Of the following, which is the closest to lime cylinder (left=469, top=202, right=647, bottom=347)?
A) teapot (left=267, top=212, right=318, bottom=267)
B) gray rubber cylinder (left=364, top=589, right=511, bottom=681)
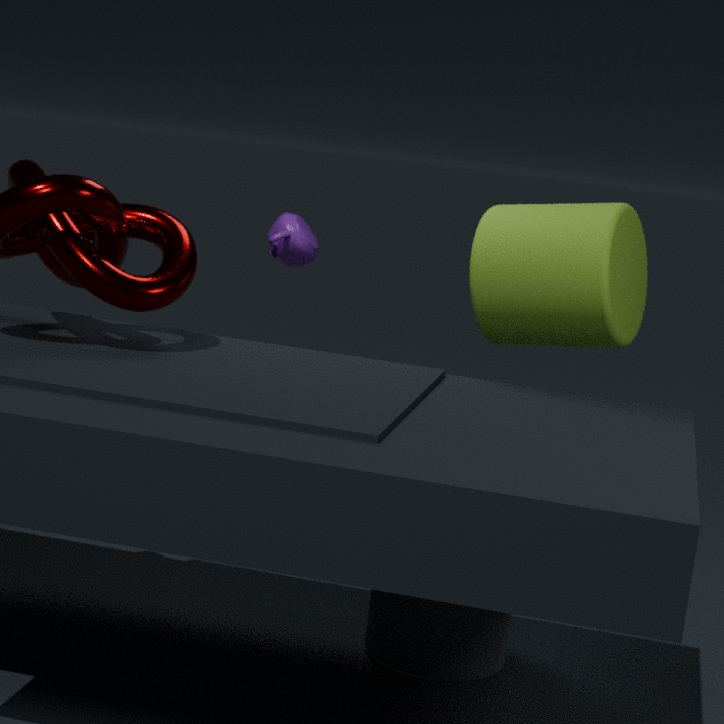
gray rubber cylinder (left=364, top=589, right=511, bottom=681)
